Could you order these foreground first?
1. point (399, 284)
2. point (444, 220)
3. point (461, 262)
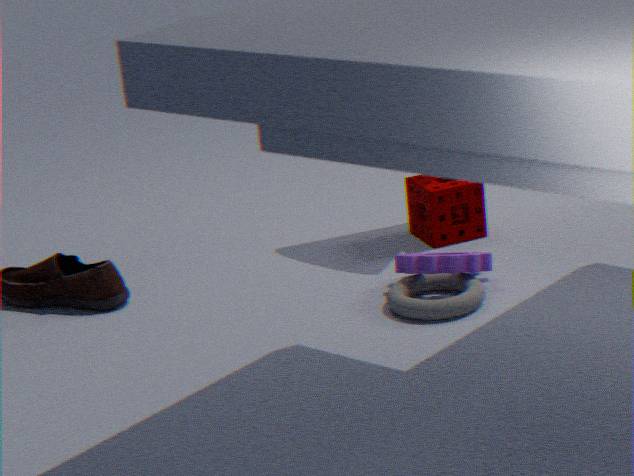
point (461, 262) < point (399, 284) < point (444, 220)
